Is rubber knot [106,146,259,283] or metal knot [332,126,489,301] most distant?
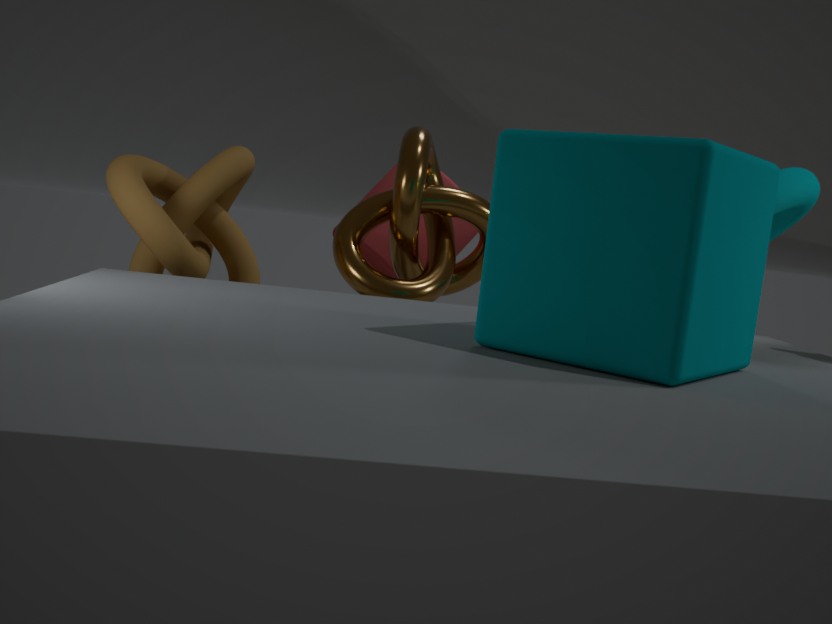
metal knot [332,126,489,301]
